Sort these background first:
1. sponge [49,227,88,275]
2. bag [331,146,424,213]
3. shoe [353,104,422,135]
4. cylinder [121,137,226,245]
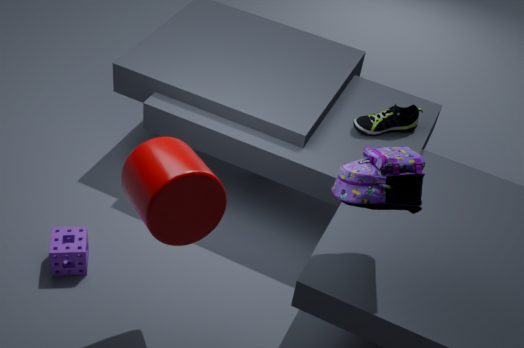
shoe [353,104,422,135] → sponge [49,227,88,275] → bag [331,146,424,213] → cylinder [121,137,226,245]
